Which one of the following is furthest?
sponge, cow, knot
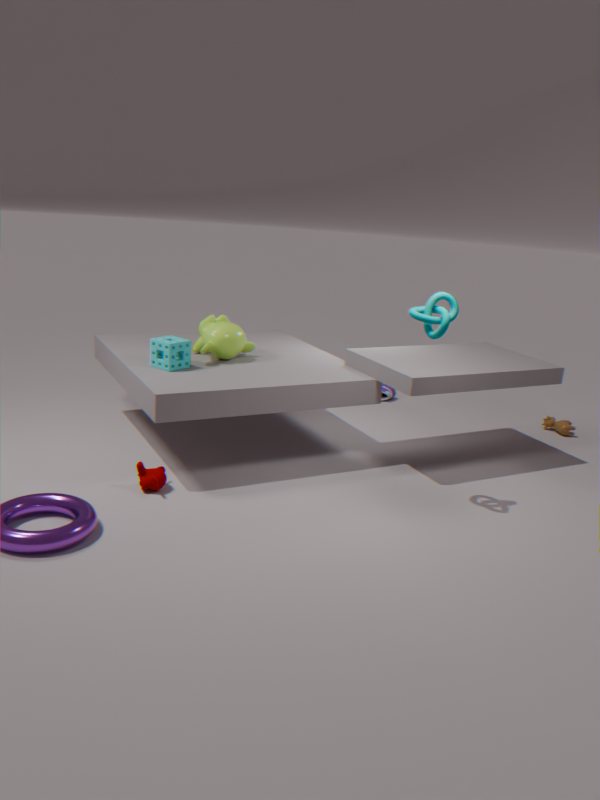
cow
